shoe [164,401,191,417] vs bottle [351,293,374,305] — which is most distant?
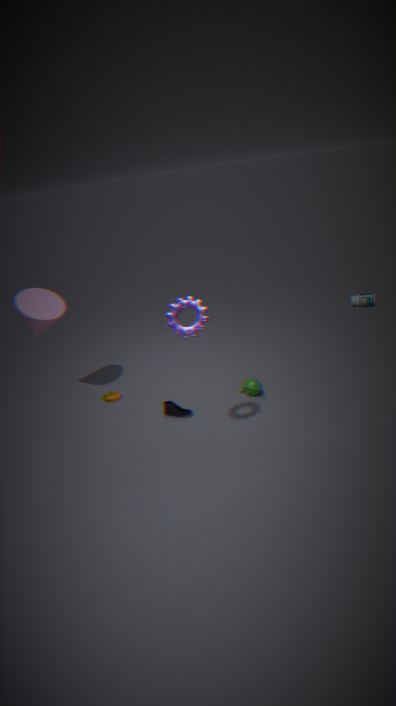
bottle [351,293,374,305]
